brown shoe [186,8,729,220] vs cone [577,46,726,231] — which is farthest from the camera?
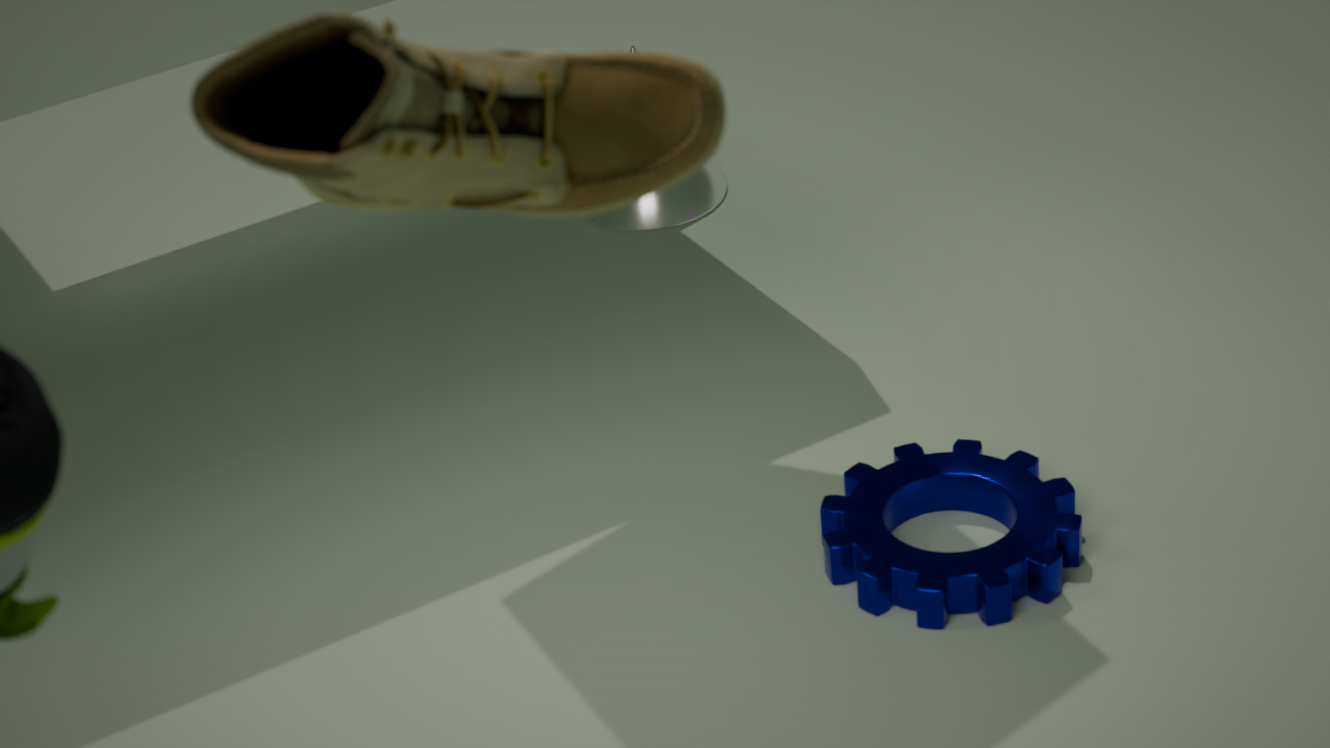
cone [577,46,726,231]
